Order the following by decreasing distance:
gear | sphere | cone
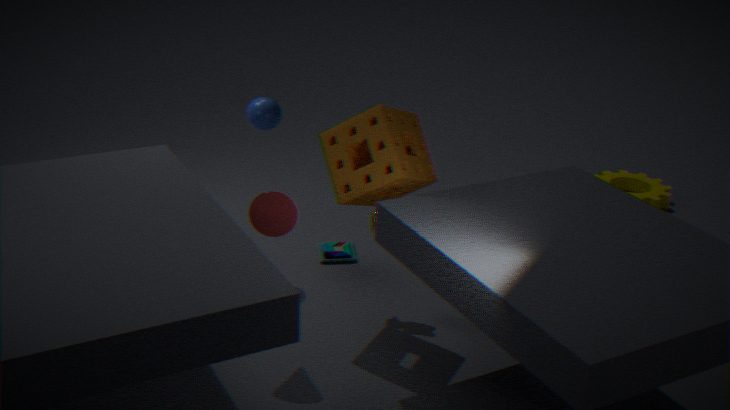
gear < sphere < cone
